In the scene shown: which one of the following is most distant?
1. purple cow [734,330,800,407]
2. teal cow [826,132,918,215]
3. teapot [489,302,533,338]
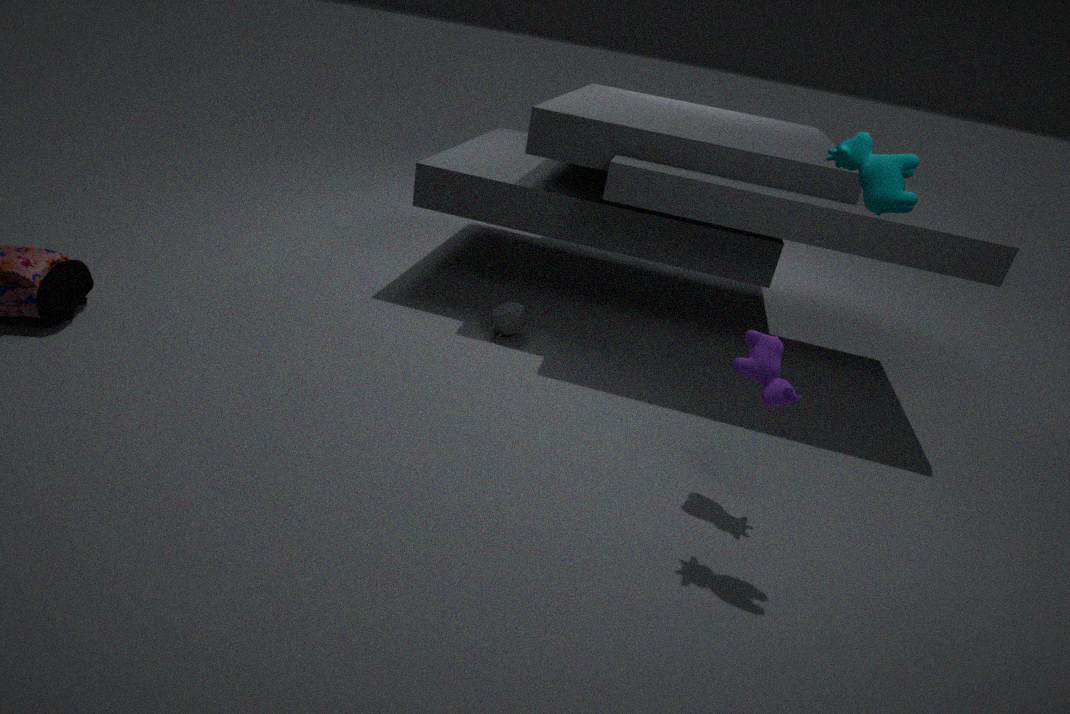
teapot [489,302,533,338]
